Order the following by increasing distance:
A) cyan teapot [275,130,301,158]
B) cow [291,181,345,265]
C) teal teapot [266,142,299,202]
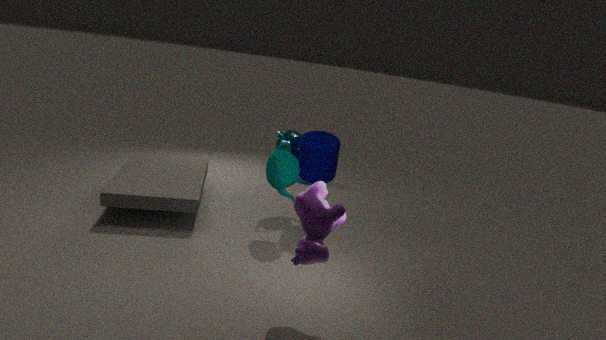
cow [291,181,345,265] < teal teapot [266,142,299,202] < cyan teapot [275,130,301,158]
